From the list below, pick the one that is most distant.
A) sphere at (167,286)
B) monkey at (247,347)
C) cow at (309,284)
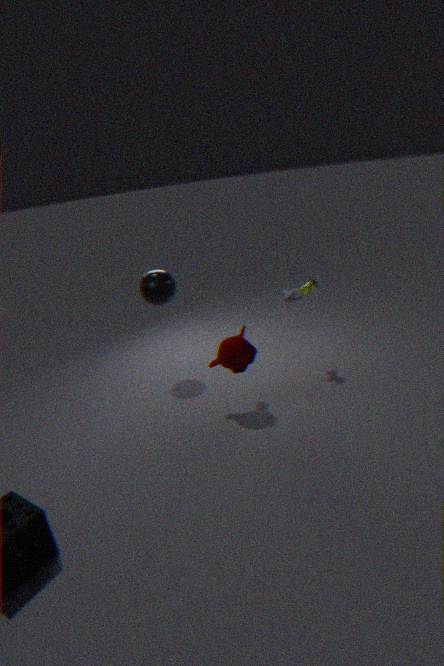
sphere at (167,286)
